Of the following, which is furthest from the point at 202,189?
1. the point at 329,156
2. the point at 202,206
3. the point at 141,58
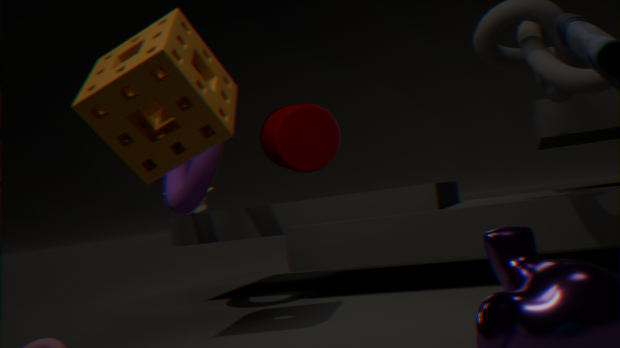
the point at 329,156
